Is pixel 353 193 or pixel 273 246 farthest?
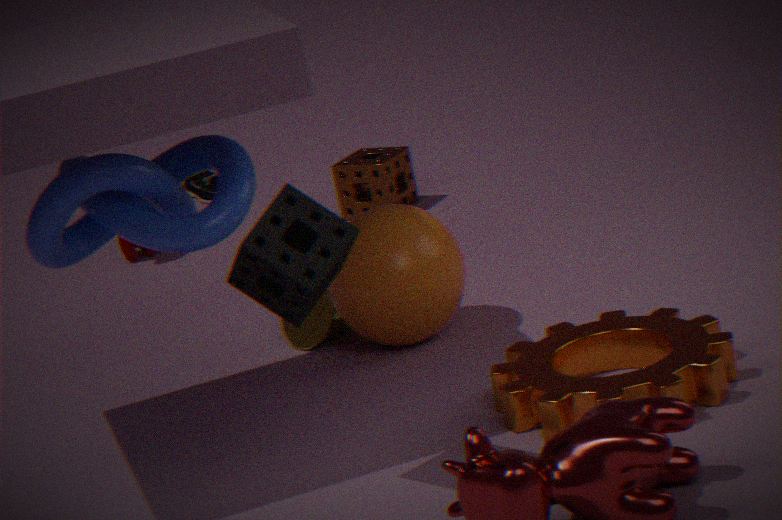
pixel 353 193
